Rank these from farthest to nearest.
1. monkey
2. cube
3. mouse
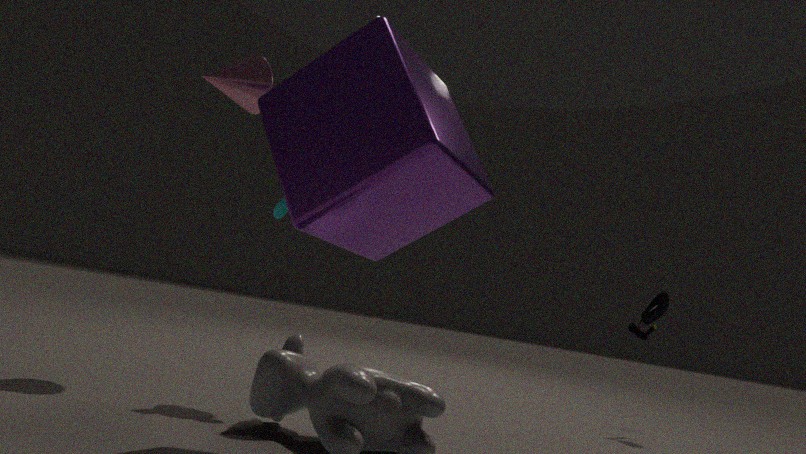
1. mouse
2. monkey
3. cube
